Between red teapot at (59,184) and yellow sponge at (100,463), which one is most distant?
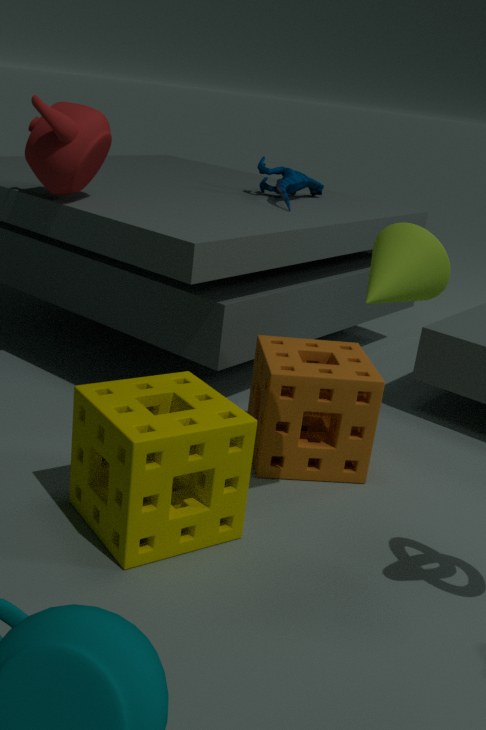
red teapot at (59,184)
